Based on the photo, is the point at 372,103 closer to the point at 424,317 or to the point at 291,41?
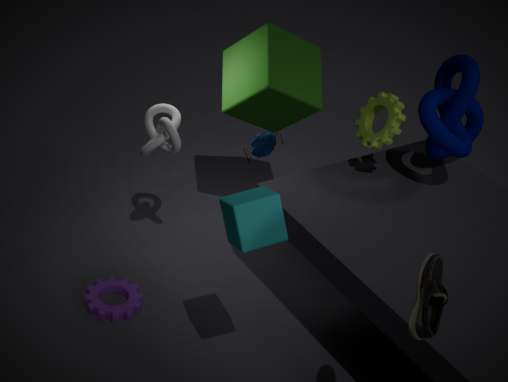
the point at 291,41
